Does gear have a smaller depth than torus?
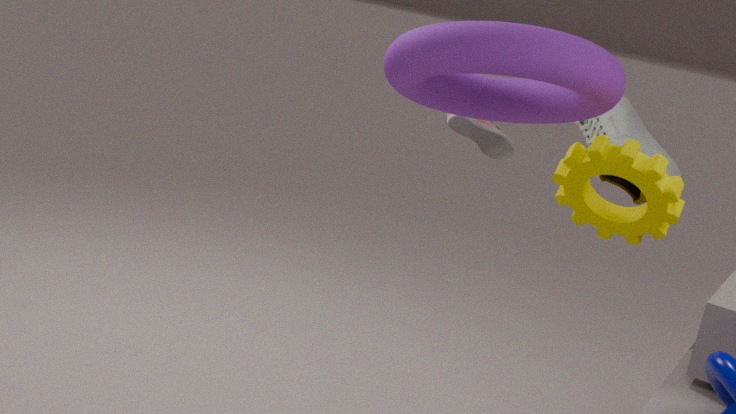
No
